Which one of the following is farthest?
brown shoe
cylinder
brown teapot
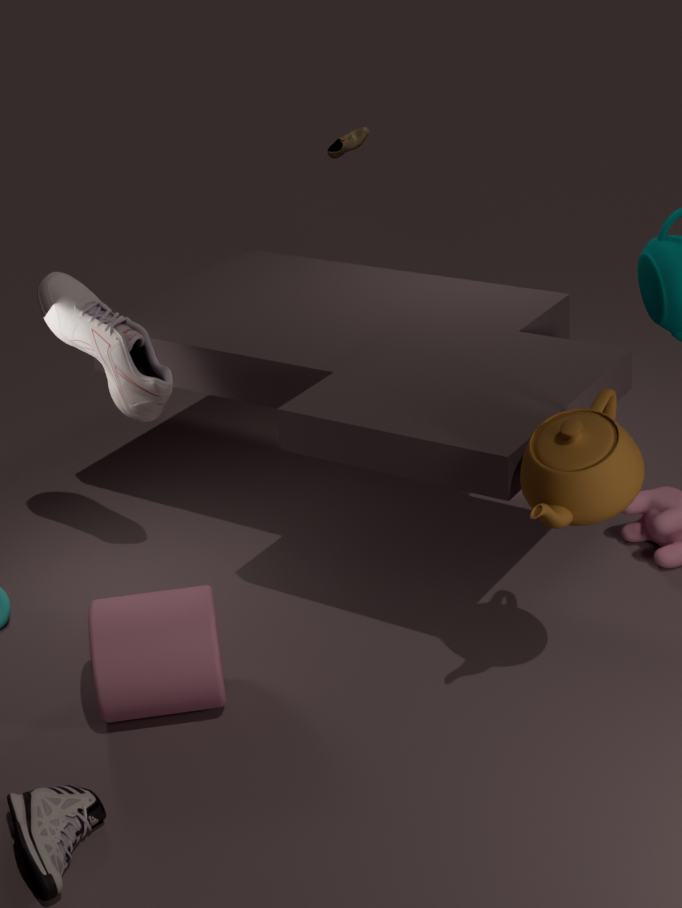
brown shoe
